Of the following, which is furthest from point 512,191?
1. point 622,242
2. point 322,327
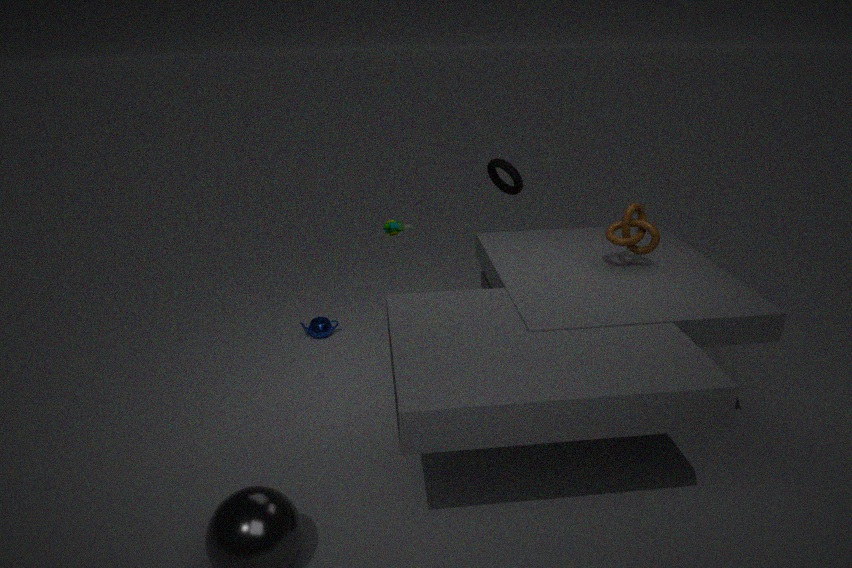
point 322,327
